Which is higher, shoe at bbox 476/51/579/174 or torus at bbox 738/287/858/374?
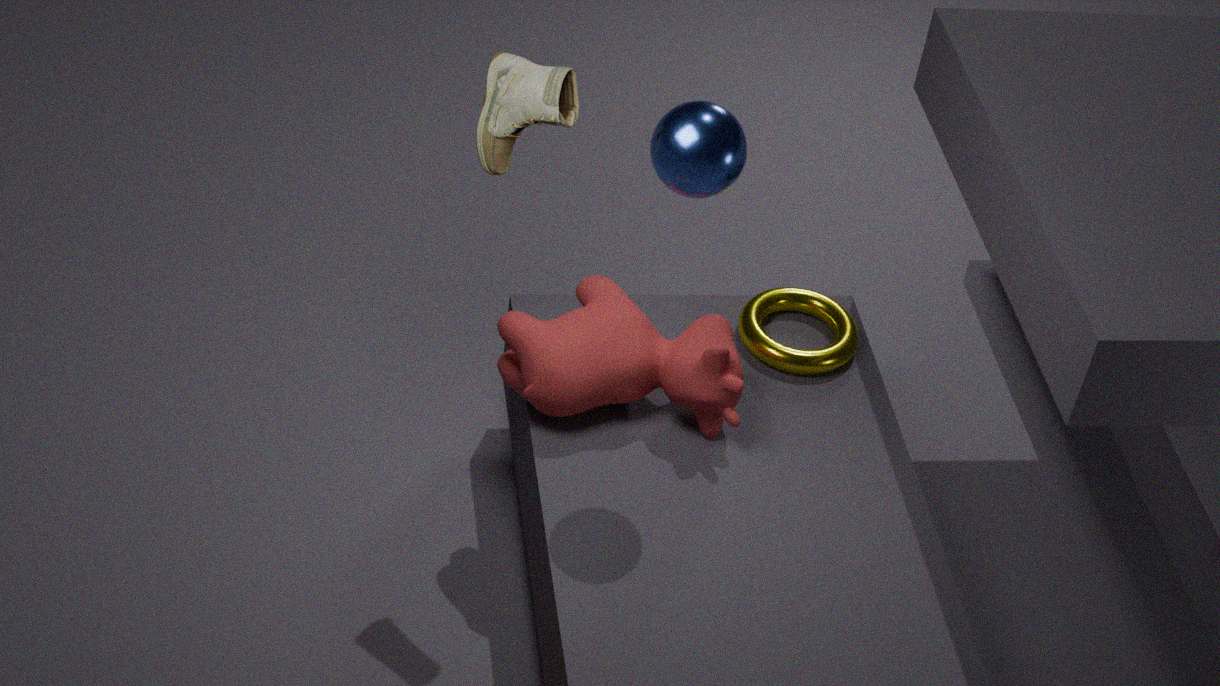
shoe at bbox 476/51/579/174
